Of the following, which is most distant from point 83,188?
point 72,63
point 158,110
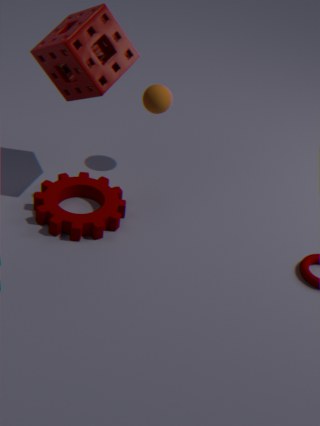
point 72,63
